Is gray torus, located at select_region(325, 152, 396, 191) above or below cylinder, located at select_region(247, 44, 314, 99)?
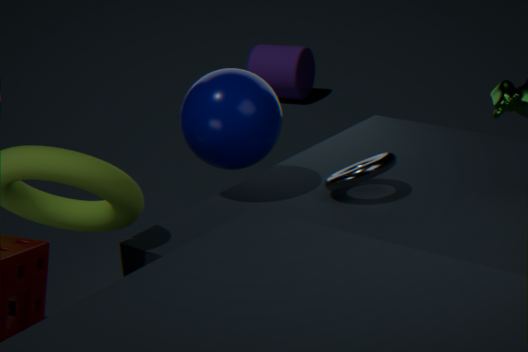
above
